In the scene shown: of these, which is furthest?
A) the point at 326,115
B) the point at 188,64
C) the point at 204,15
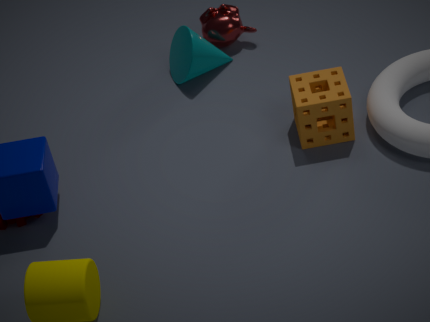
the point at 204,15
